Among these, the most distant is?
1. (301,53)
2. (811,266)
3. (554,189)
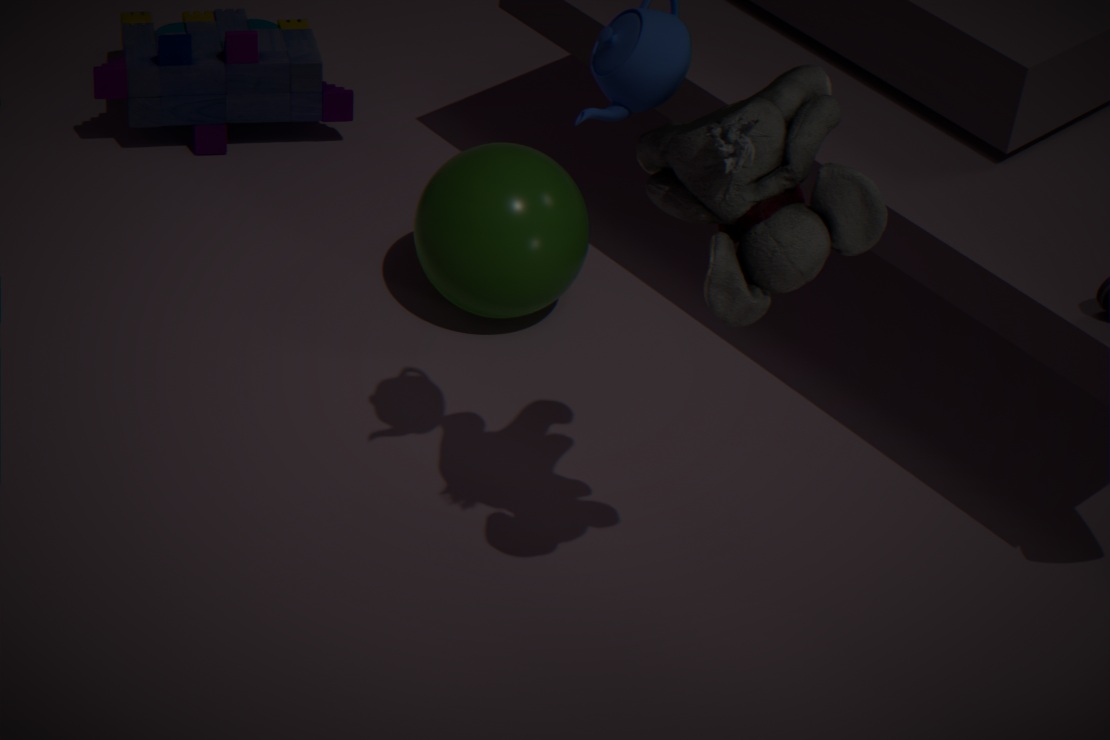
(301,53)
